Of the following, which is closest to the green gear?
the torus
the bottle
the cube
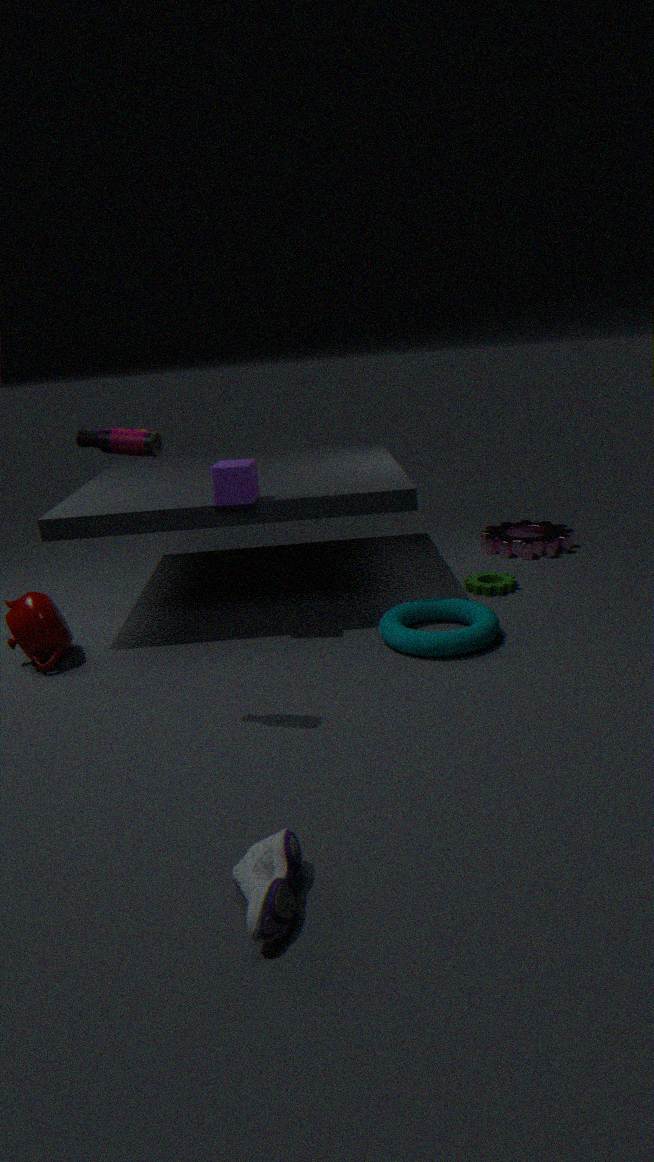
the torus
